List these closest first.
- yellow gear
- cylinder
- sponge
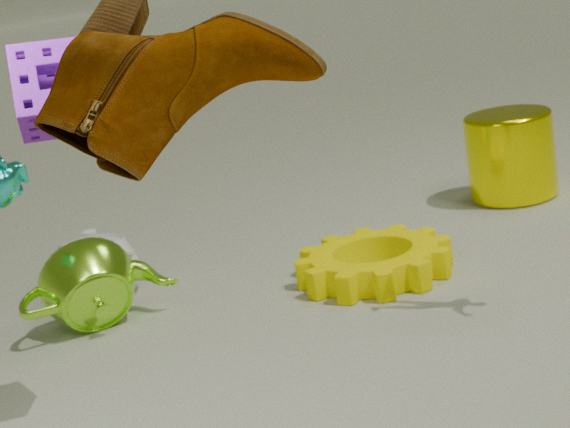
sponge → yellow gear → cylinder
